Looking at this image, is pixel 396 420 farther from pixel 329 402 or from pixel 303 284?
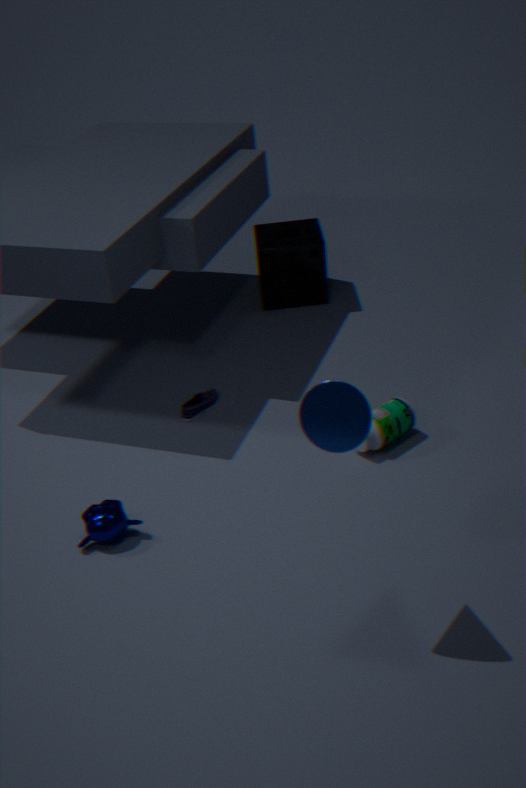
pixel 303 284
